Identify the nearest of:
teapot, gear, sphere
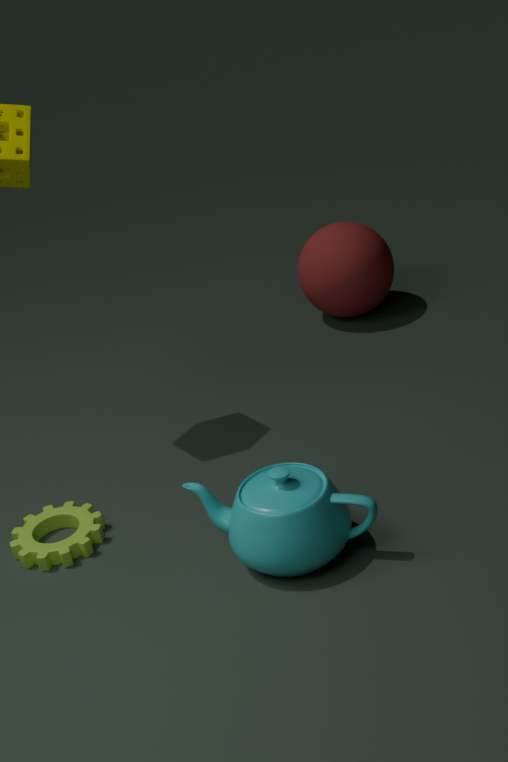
teapot
